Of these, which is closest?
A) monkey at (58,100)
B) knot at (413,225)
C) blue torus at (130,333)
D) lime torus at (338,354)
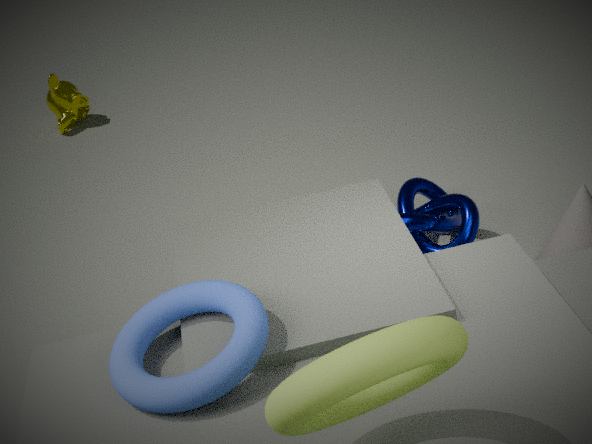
lime torus at (338,354)
